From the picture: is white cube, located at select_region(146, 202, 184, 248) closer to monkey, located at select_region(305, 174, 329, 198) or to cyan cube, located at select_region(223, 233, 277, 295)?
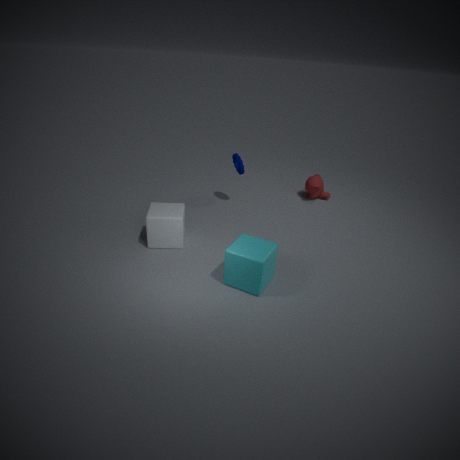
cyan cube, located at select_region(223, 233, 277, 295)
